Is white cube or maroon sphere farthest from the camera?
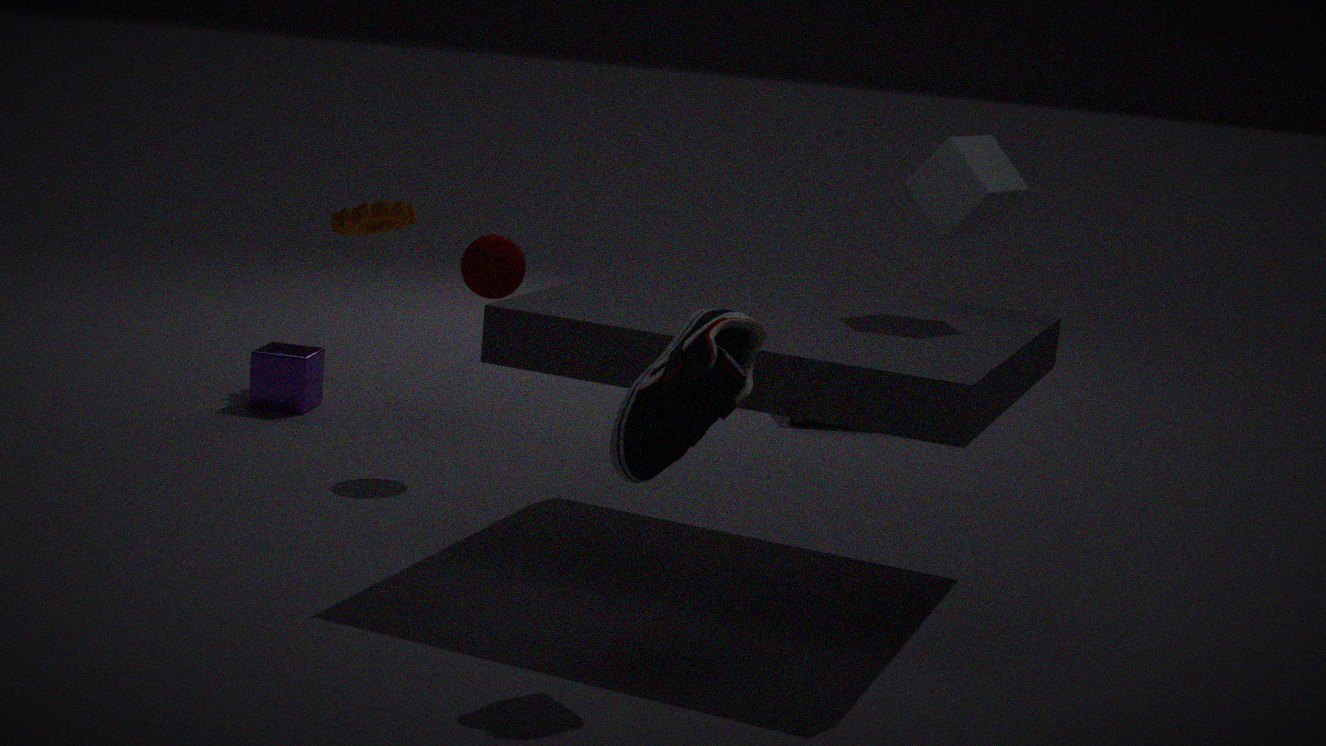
maroon sphere
